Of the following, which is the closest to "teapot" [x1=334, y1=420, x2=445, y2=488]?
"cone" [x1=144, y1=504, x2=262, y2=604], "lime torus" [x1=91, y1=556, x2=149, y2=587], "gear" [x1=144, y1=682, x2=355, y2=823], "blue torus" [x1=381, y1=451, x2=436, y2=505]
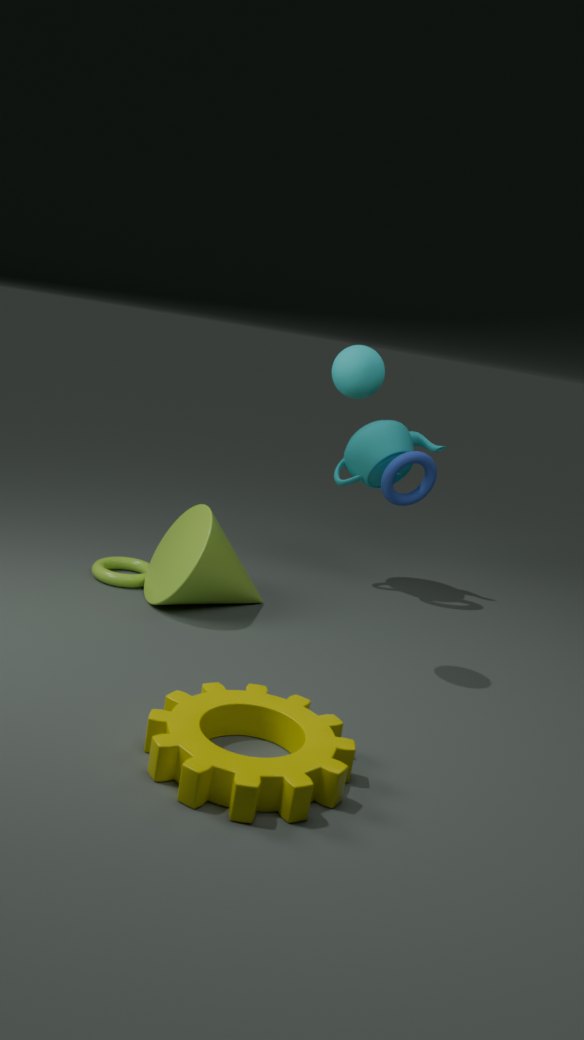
"blue torus" [x1=381, y1=451, x2=436, y2=505]
